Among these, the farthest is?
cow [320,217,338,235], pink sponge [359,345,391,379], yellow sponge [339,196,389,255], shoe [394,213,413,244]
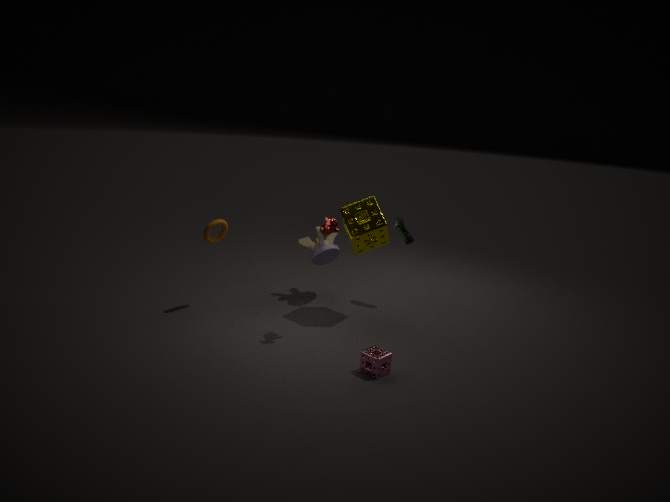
shoe [394,213,413,244]
